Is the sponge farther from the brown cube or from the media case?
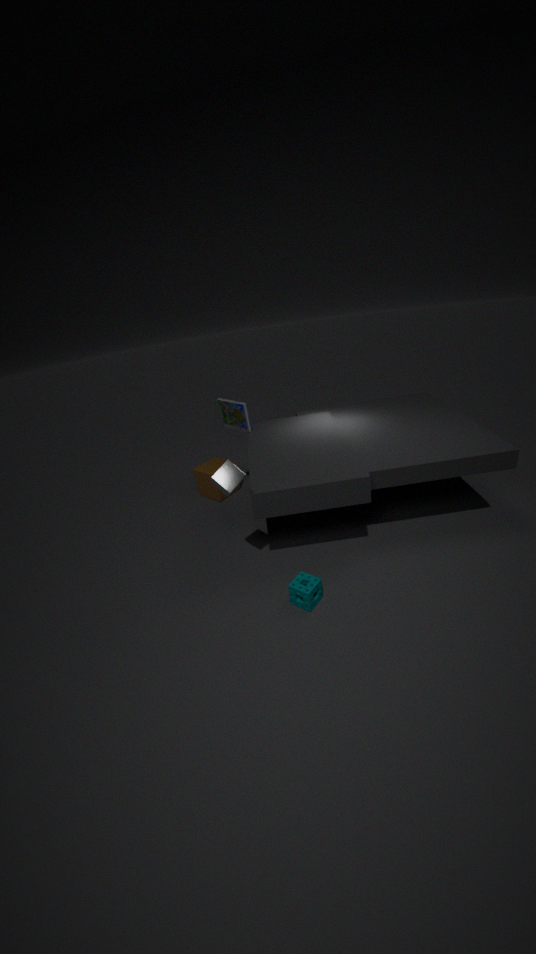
the brown cube
